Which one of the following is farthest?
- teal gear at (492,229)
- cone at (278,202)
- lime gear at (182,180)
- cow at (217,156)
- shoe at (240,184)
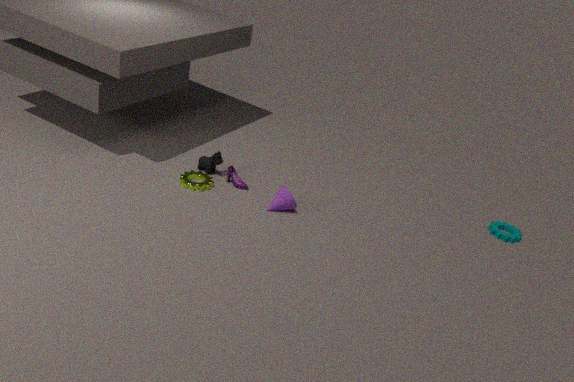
cow at (217,156)
